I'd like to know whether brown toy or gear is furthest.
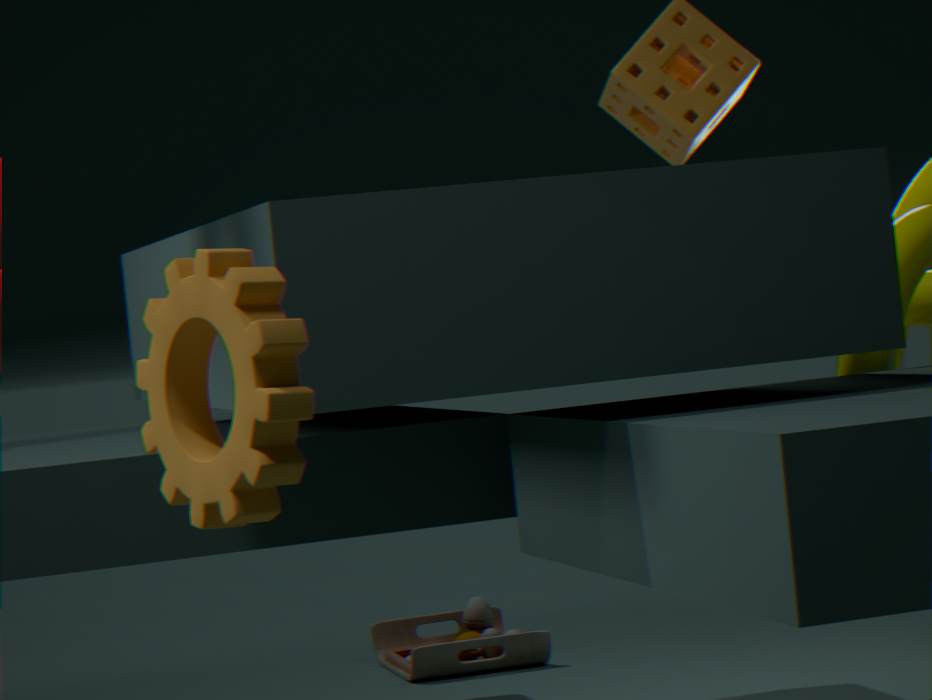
brown toy
